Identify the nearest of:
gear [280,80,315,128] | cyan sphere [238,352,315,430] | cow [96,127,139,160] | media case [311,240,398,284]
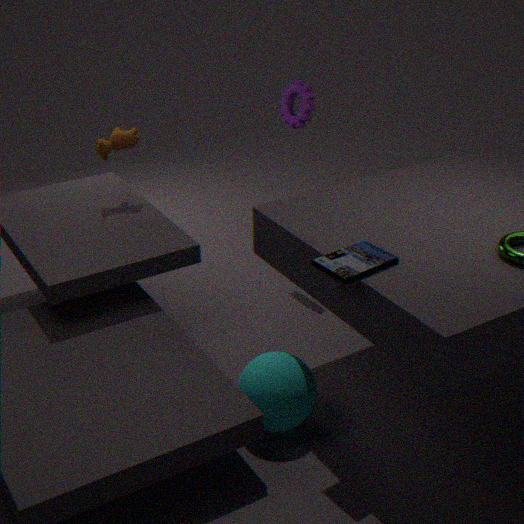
media case [311,240,398,284]
